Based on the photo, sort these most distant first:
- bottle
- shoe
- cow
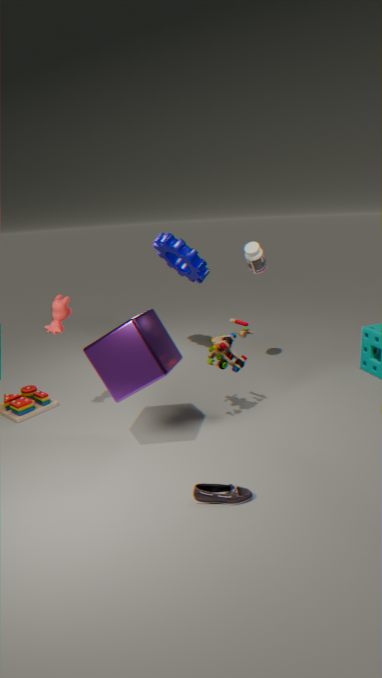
bottle, cow, shoe
